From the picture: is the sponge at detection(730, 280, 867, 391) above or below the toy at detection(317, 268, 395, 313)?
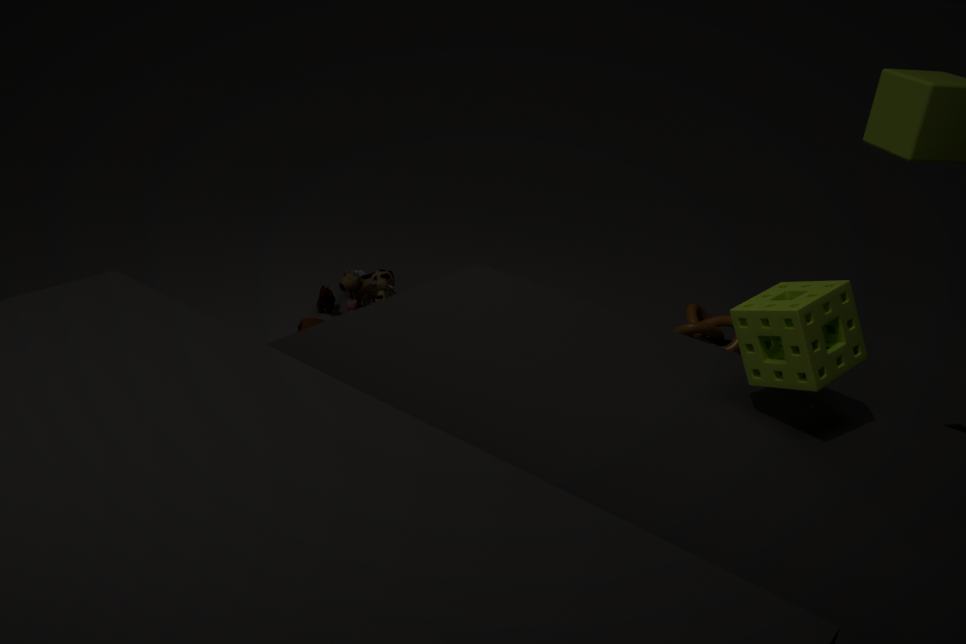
above
